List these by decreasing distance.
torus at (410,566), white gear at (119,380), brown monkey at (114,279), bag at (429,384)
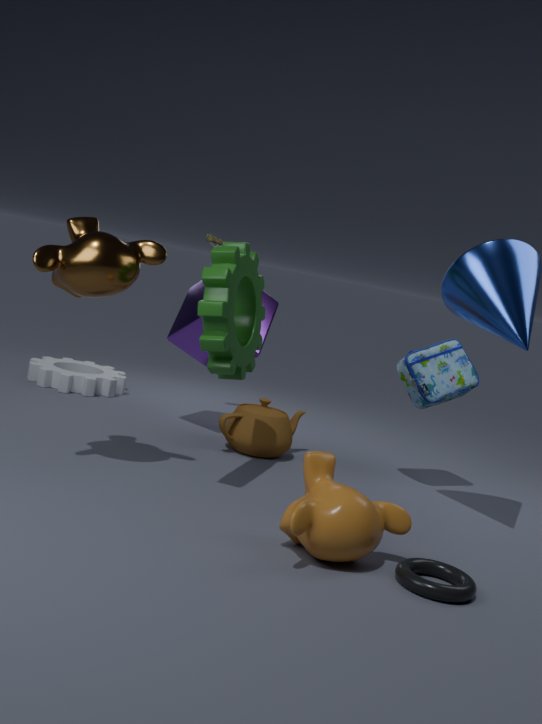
white gear at (119,380), bag at (429,384), brown monkey at (114,279), torus at (410,566)
